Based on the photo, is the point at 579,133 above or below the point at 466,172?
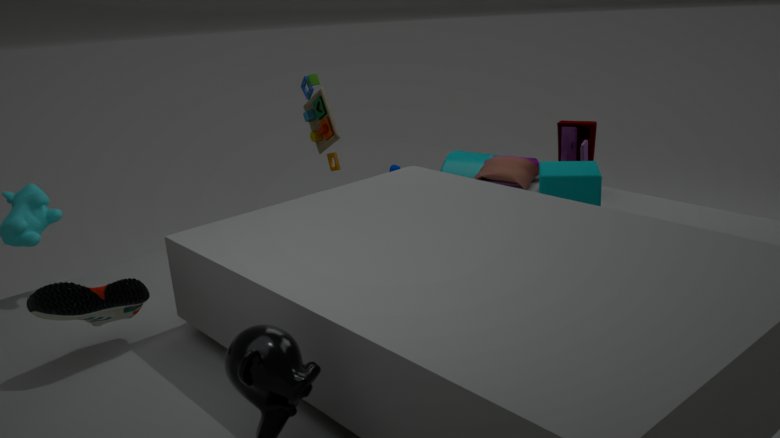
above
